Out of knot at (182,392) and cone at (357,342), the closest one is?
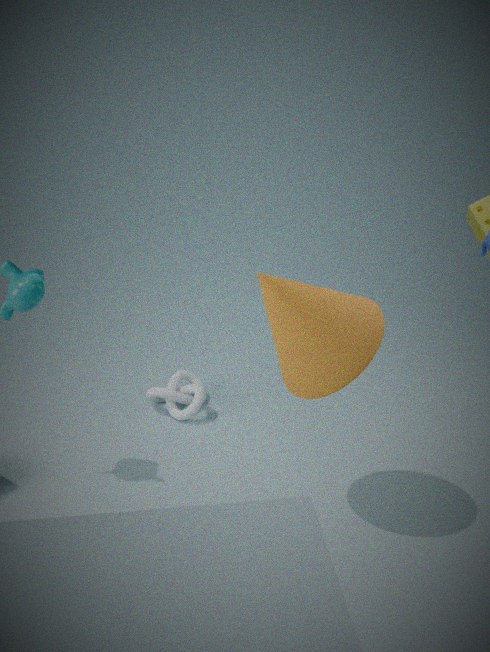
cone at (357,342)
